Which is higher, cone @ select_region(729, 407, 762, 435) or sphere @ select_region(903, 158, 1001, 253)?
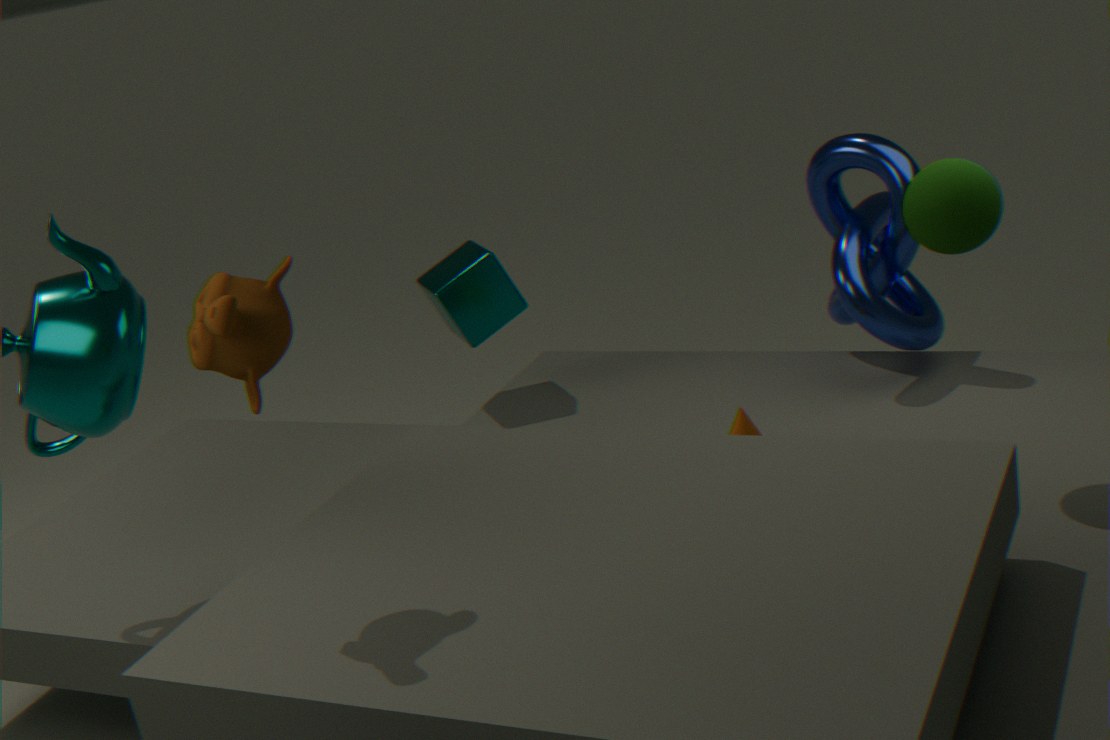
sphere @ select_region(903, 158, 1001, 253)
